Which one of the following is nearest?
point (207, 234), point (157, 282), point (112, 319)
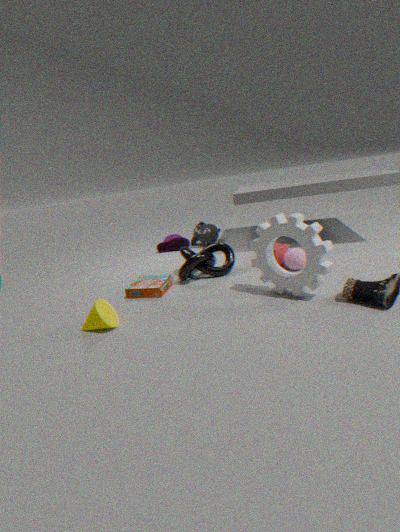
point (112, 319)
